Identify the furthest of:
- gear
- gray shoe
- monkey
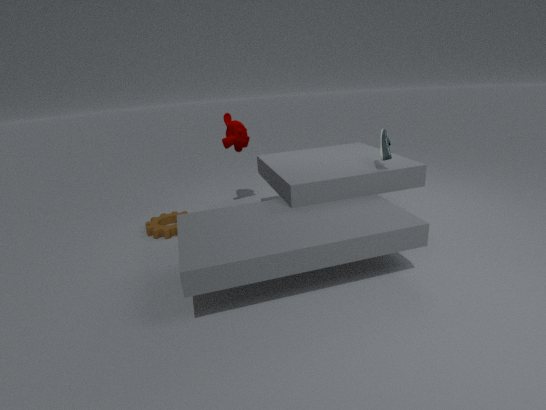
monkey
